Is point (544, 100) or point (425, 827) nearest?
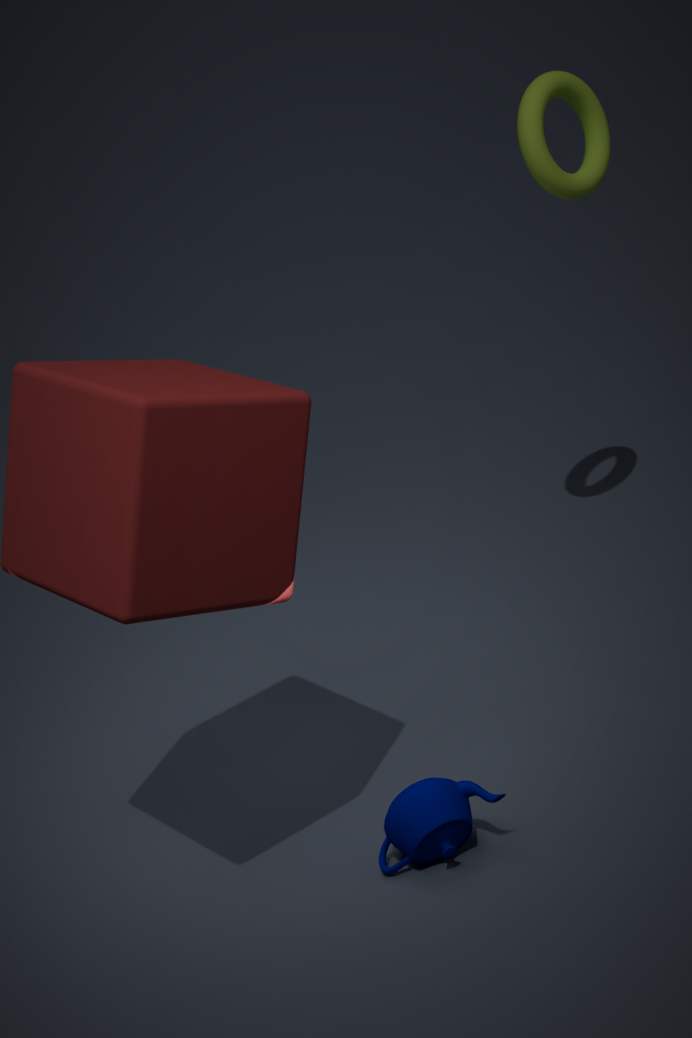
point (425, 827)
